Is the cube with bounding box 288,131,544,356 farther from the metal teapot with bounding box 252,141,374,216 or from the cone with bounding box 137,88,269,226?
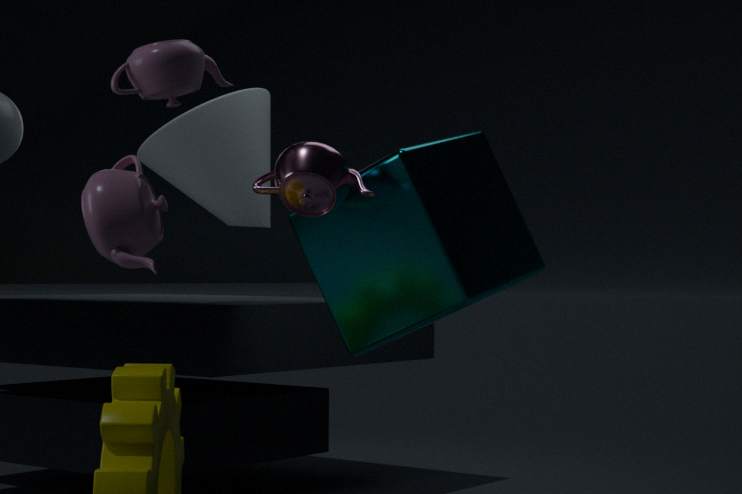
the cone with bounding box 137,88,269,226
